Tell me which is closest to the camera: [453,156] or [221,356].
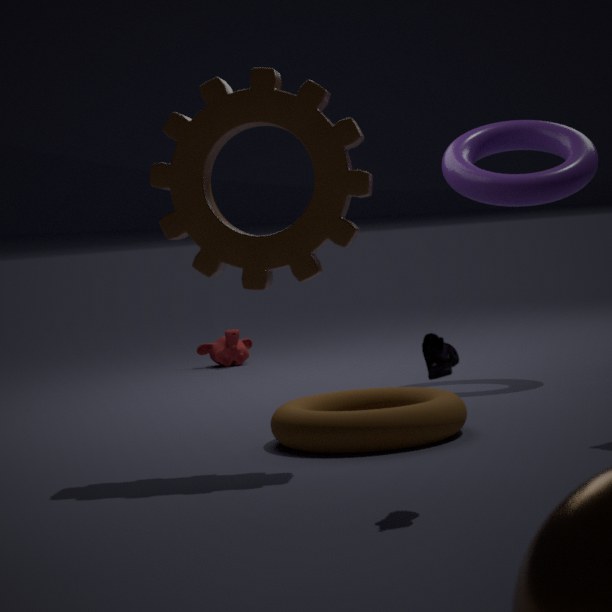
[453,156]
